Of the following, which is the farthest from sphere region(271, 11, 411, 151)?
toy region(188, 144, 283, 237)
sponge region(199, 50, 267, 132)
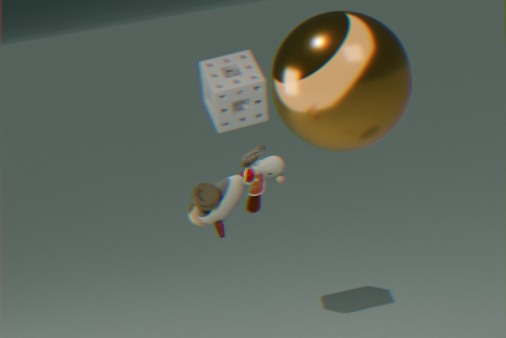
sponge region(199, 50, 267, 132)
